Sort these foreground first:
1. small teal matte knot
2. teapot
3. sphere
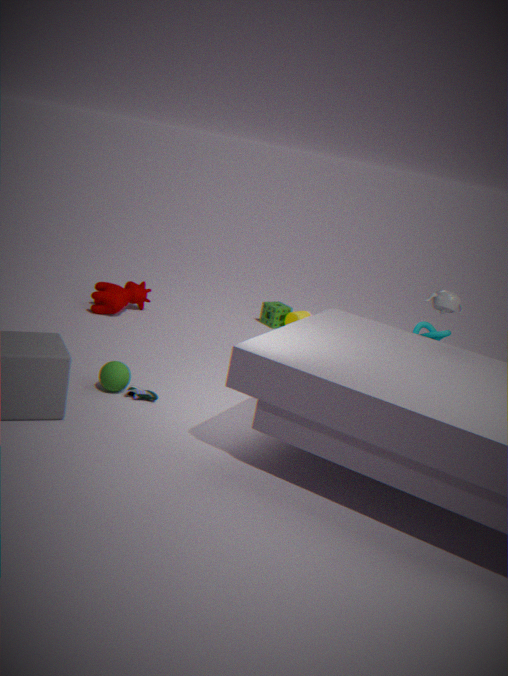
1. sphere
2. teapot
3. small teal matte knot
